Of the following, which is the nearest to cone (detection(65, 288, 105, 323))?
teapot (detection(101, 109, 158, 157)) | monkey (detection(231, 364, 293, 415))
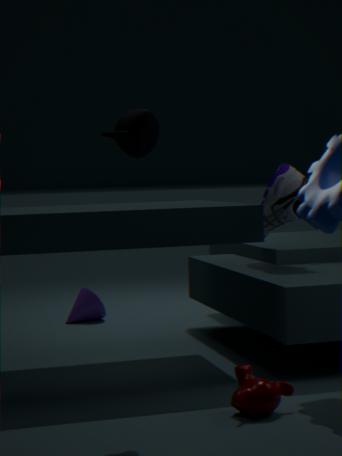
monkey (detection(231, 364, 293, 415))
